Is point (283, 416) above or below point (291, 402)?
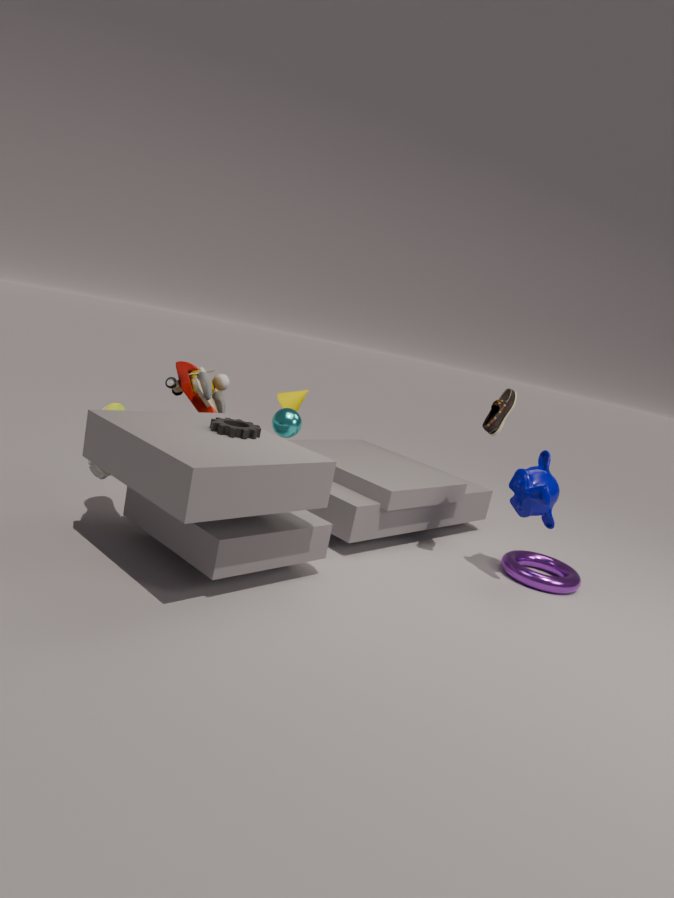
above
